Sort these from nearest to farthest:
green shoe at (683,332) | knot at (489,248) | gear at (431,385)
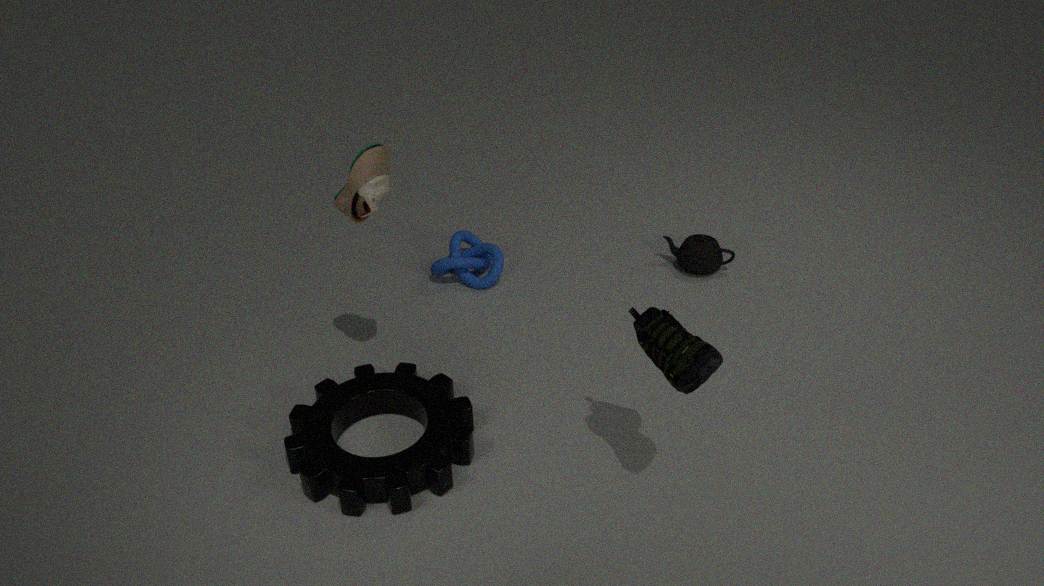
green shoe at (683,332)
gear at (431,385)
knot at (489,248)
